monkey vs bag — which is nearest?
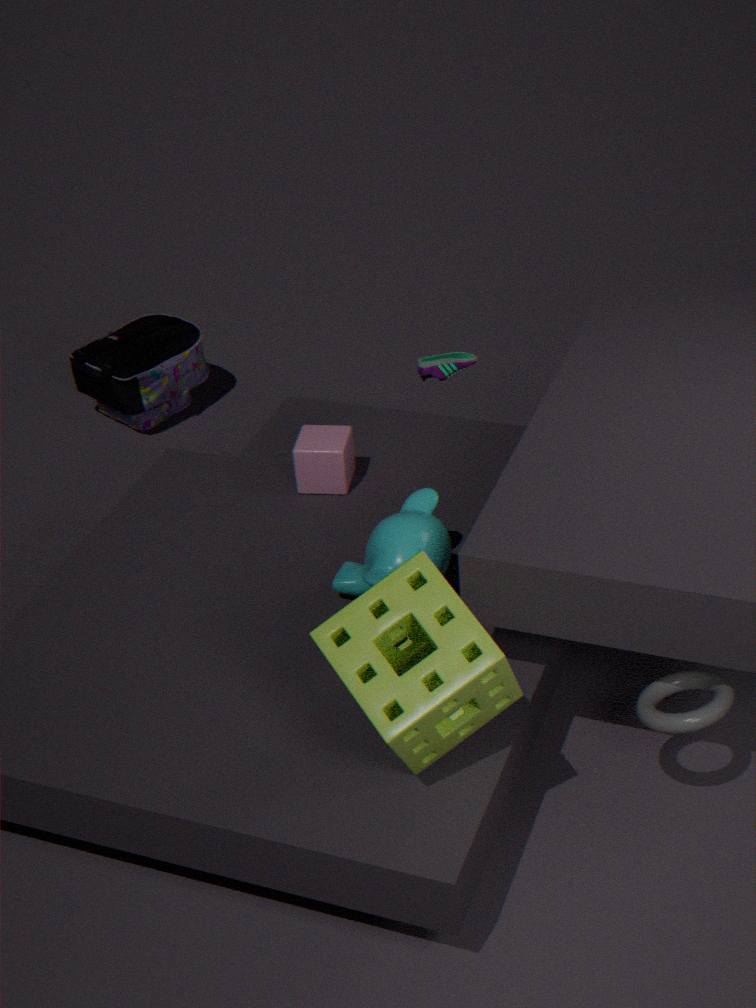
monkey
